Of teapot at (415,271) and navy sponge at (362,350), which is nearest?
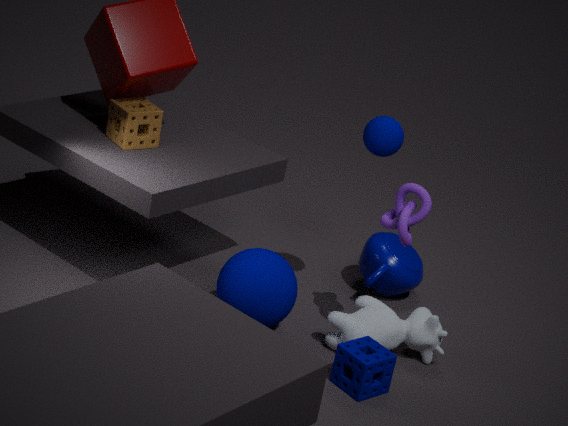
navy sponge at (362,350)
